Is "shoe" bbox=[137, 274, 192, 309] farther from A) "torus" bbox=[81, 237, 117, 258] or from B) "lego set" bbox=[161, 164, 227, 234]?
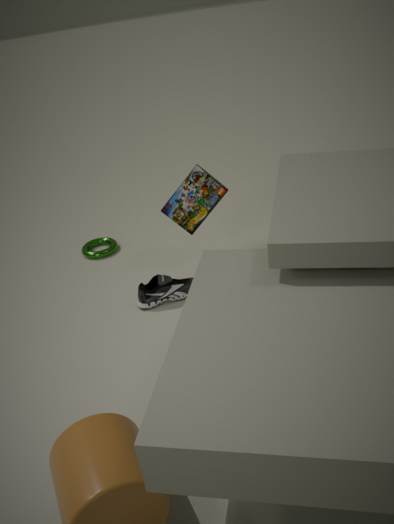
A) "torus" bbox=[81, 237, 117, 258]
